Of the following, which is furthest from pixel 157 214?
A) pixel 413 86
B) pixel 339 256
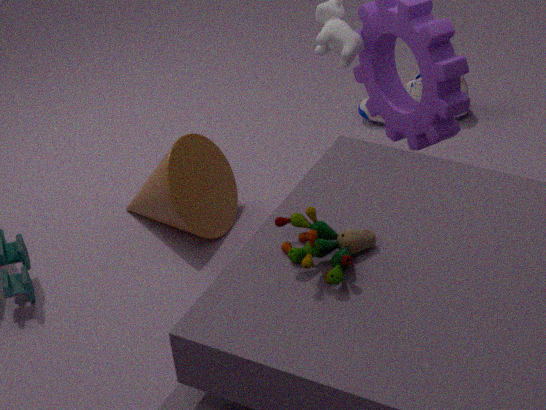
pixel 339 256
